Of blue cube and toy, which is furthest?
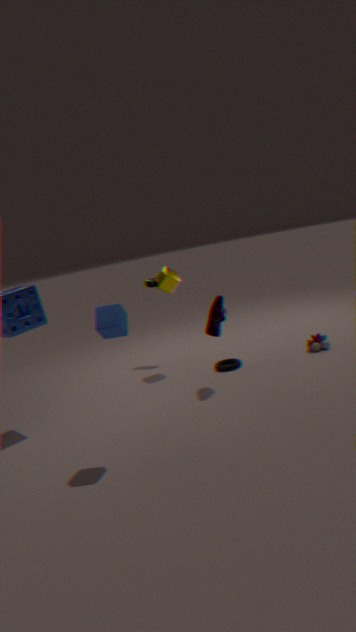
toy
